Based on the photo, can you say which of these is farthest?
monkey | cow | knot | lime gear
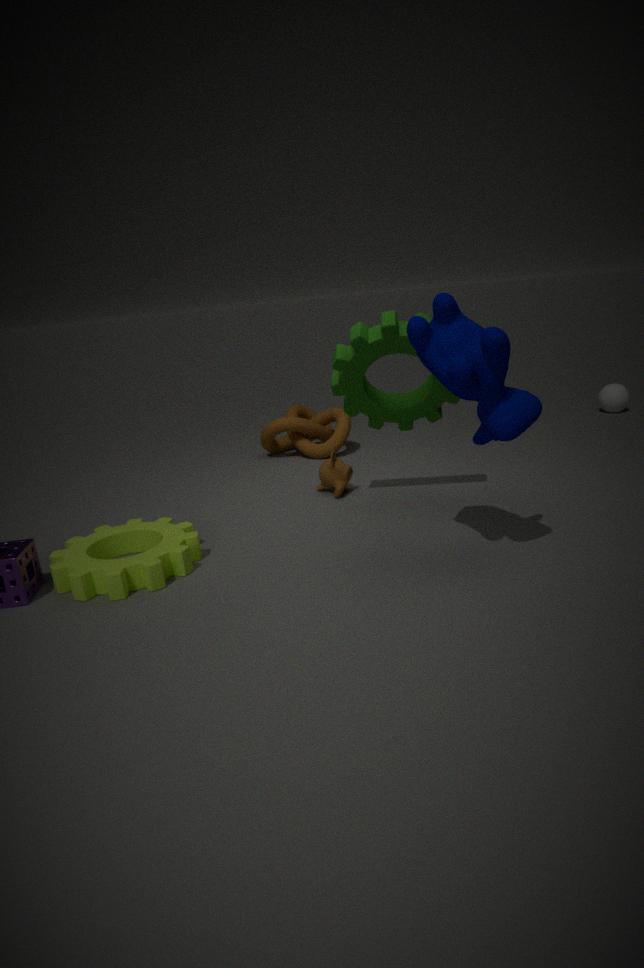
knot
